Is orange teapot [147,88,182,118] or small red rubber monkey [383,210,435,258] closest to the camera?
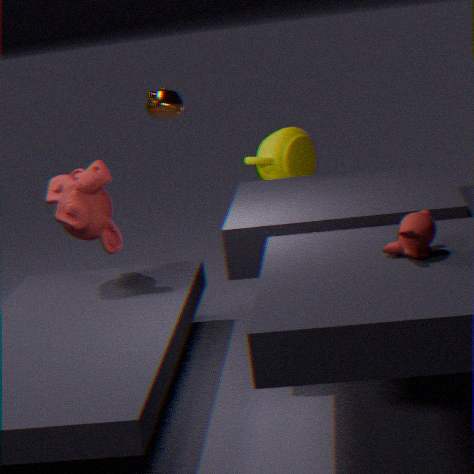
small red rubber monkey [383,210,435,258]
